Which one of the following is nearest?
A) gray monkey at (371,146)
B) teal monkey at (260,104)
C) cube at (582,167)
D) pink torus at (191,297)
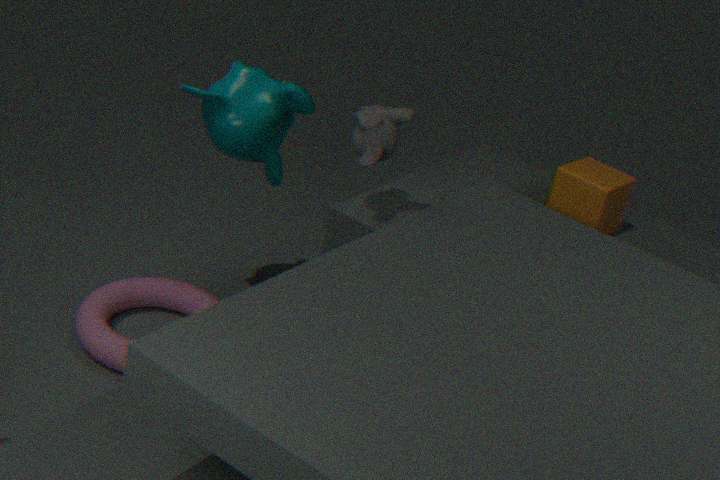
gray monkey at (371,146)
